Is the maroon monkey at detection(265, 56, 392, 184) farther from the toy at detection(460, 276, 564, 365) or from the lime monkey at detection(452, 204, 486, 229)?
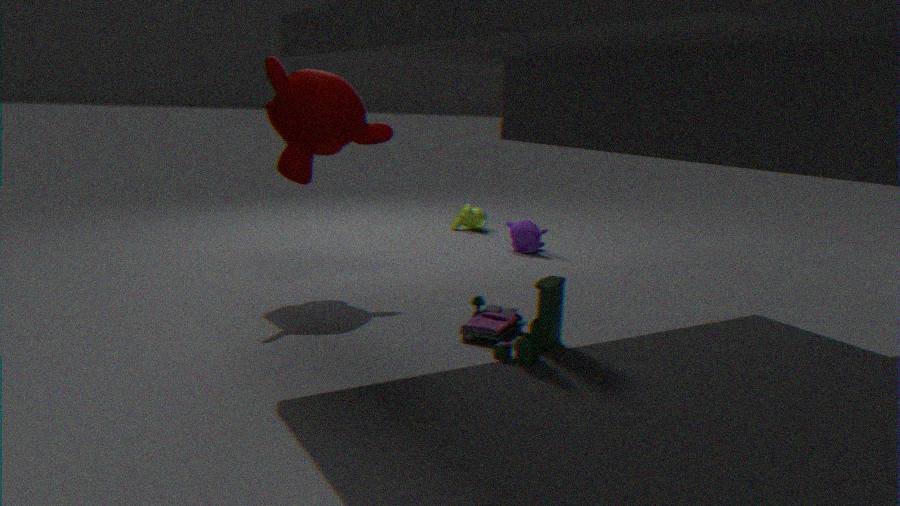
the lime monkey at detection(452, 204, 486, 229)
